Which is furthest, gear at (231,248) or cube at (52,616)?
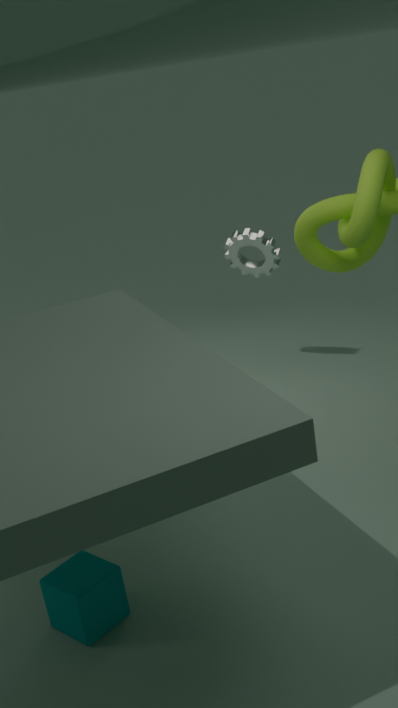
gear at (231,248)
